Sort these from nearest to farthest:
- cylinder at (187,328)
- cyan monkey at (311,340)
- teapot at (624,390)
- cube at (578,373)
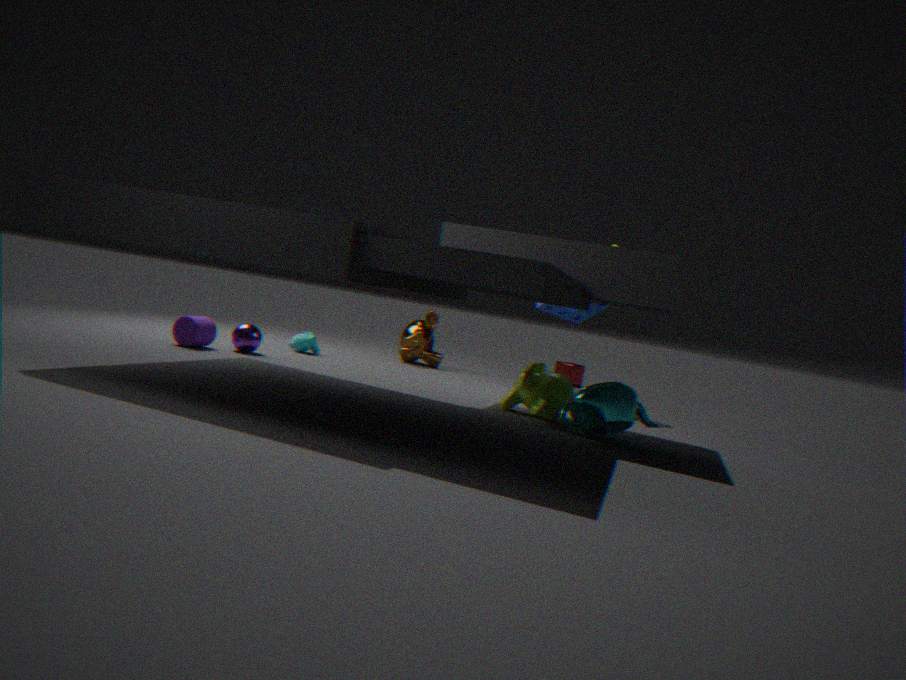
1. teapot at (624,390)
2. cylinder at (187,328)
3. cyan monkey at (311,340)
4. cube at (578,373)
